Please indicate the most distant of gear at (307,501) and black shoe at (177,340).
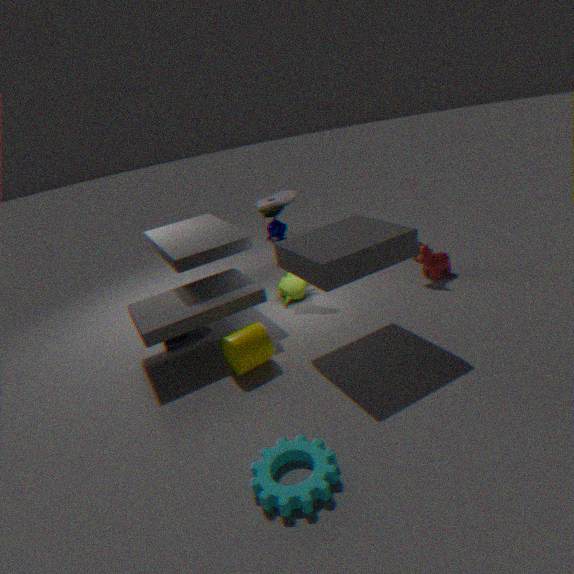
black shoe at (177,340)
